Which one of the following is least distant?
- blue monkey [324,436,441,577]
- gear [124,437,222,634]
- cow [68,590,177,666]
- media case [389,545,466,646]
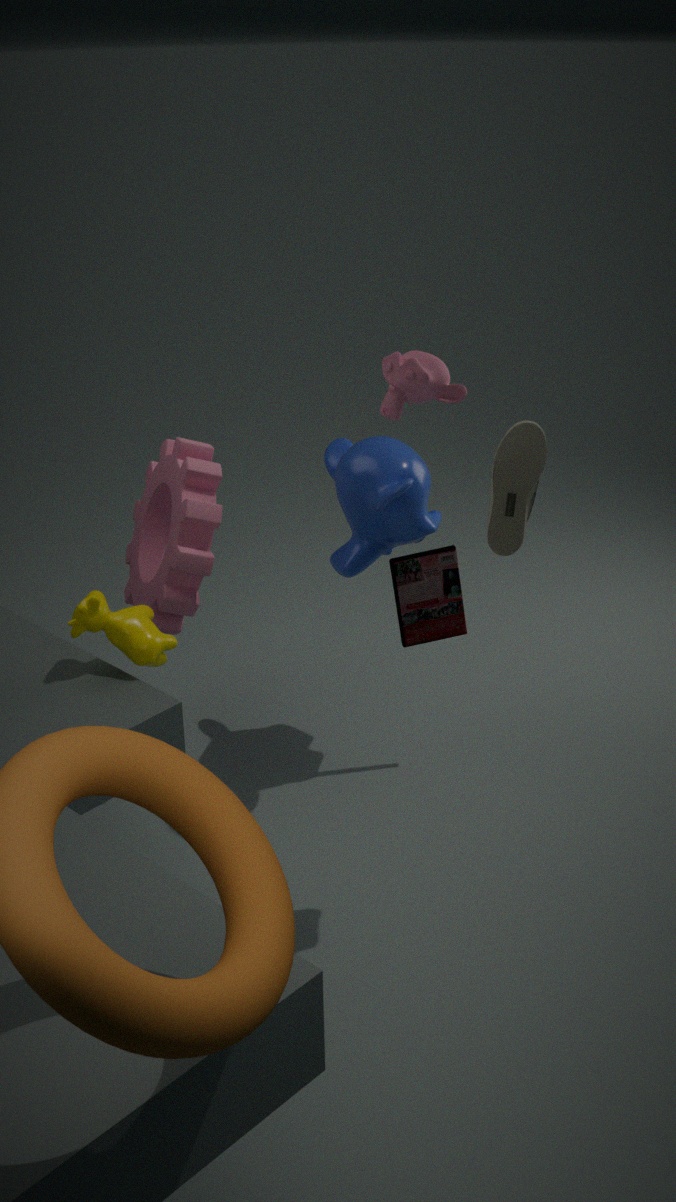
cow [68,590,177,666]
